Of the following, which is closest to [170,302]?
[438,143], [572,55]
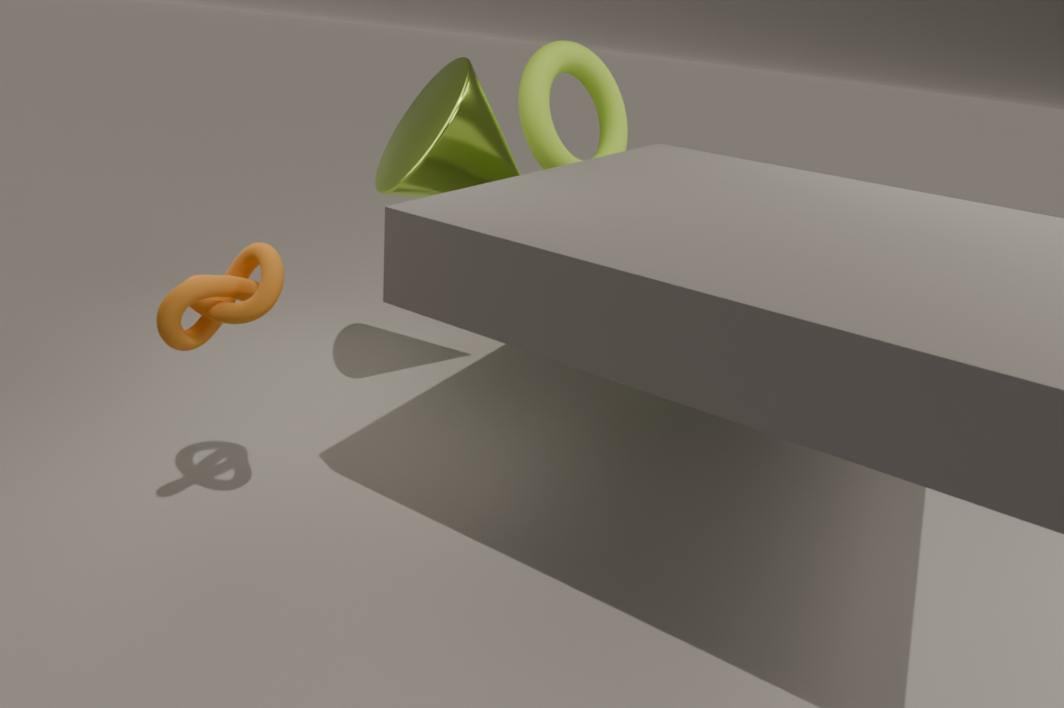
[438,143]
